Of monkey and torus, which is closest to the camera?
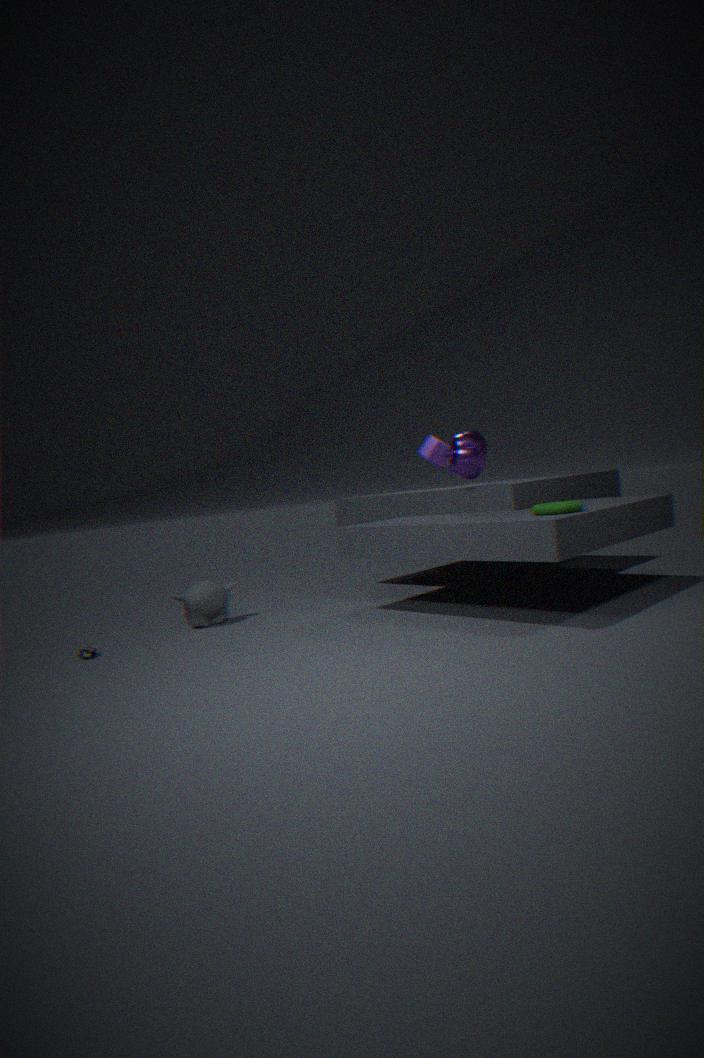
torus
